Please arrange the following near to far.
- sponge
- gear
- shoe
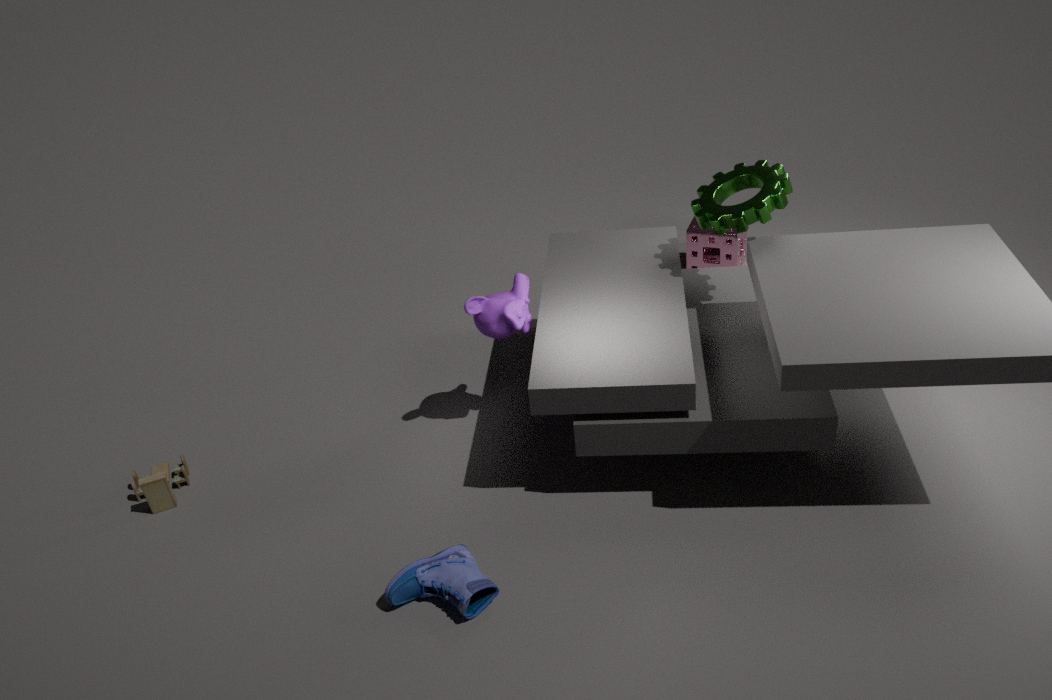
shoe → gear → sponge
